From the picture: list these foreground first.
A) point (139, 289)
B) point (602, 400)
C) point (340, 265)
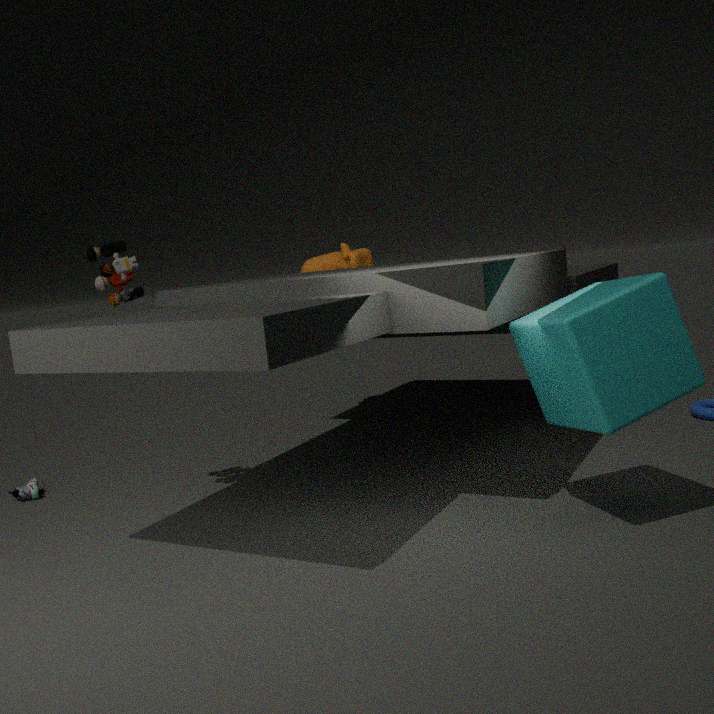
point (602, 400) < point (139, 289) < point (340, 265)
